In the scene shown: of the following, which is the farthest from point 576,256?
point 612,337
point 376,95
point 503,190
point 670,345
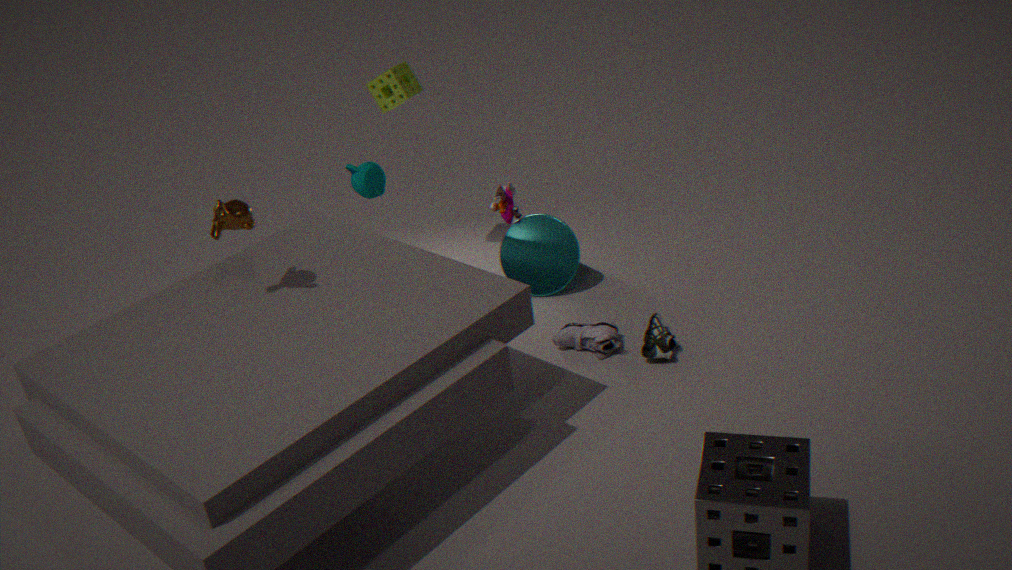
point 376,95
